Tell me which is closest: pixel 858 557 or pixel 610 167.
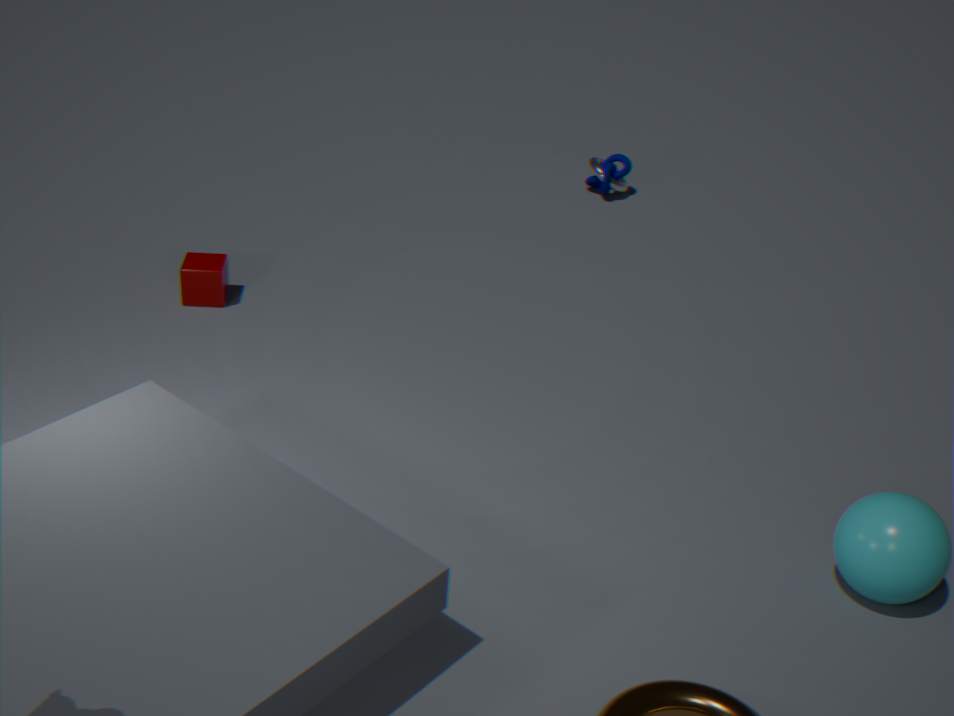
pixel 858 557
